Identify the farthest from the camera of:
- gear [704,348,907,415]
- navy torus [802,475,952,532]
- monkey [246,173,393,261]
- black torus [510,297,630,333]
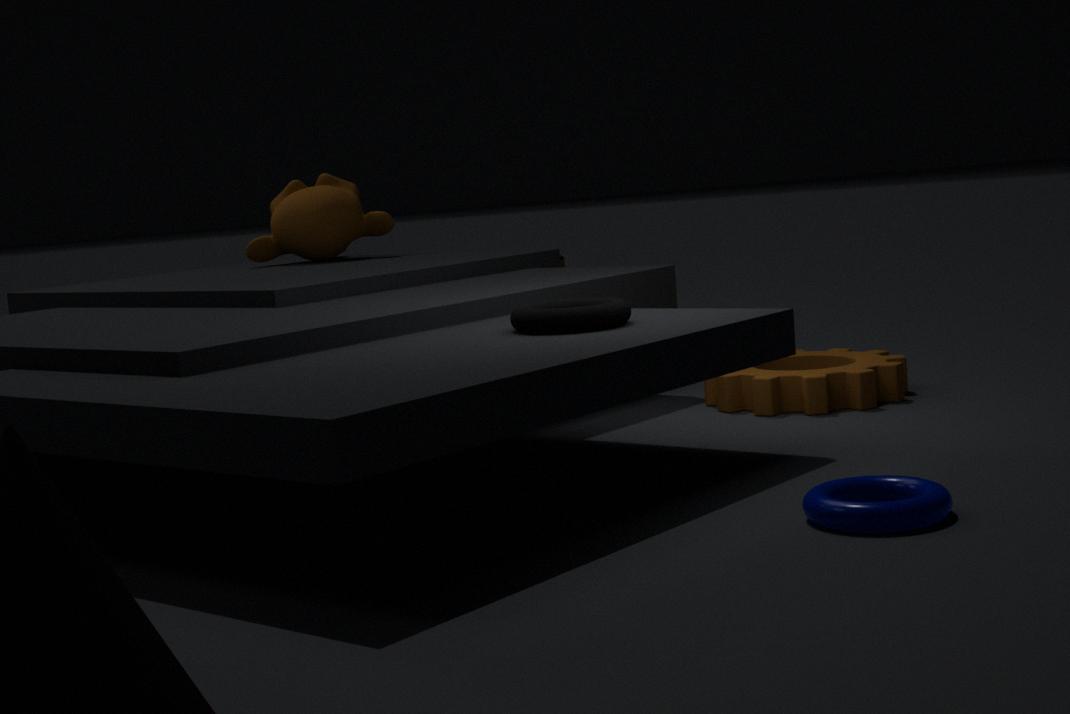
monkey [246,173,393,261]
